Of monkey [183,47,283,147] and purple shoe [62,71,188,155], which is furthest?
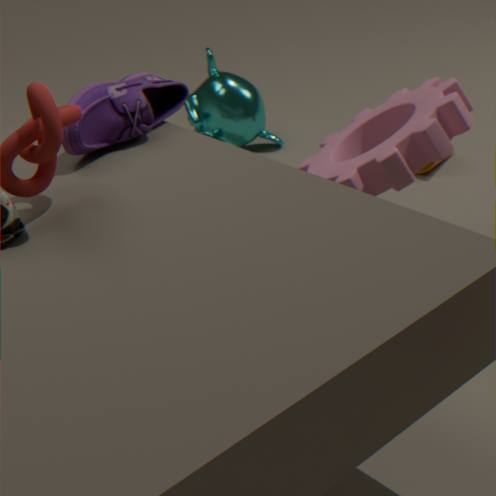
monkey [183,47,283,147]
